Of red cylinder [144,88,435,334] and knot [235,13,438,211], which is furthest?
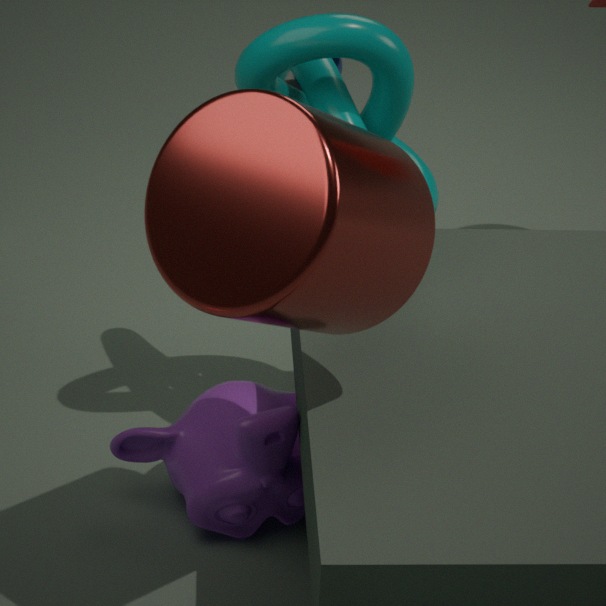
knot [235,13,438,211]
